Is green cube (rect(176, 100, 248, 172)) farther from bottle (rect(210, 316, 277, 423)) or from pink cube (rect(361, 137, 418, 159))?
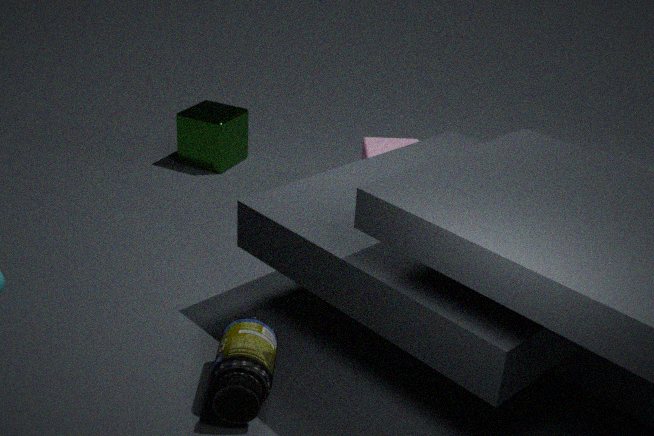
bottle (rect(210, 316, 277, 423))
